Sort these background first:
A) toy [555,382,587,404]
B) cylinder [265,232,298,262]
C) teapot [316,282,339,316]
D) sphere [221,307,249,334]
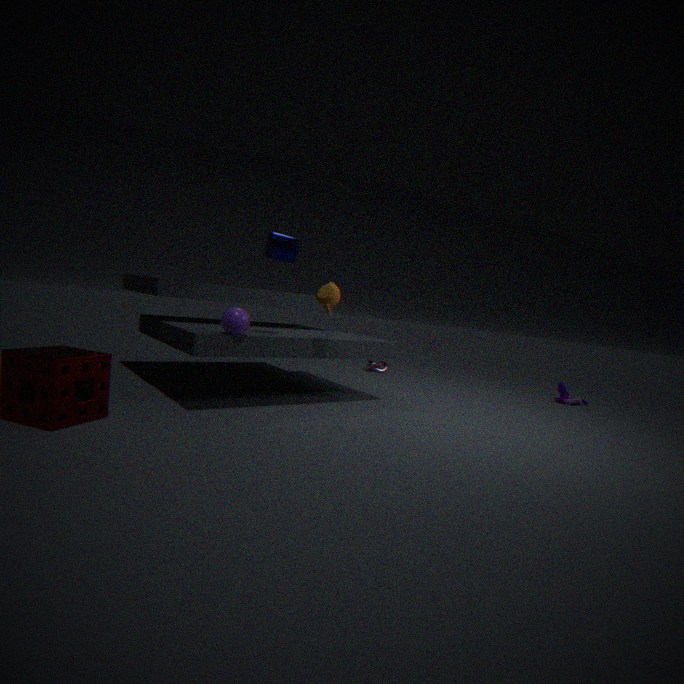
toy [555,382,587,404]
teapot [316,282,339,316]
cylinder [265,232,298,262]
sphere [221,307,249,334]
